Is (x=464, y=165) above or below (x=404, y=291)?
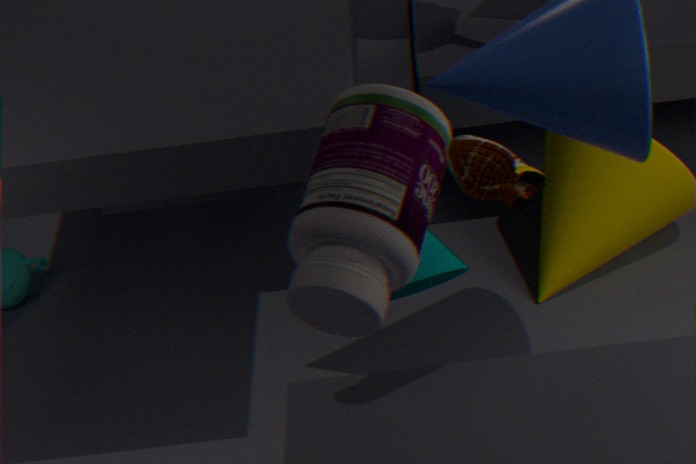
above
